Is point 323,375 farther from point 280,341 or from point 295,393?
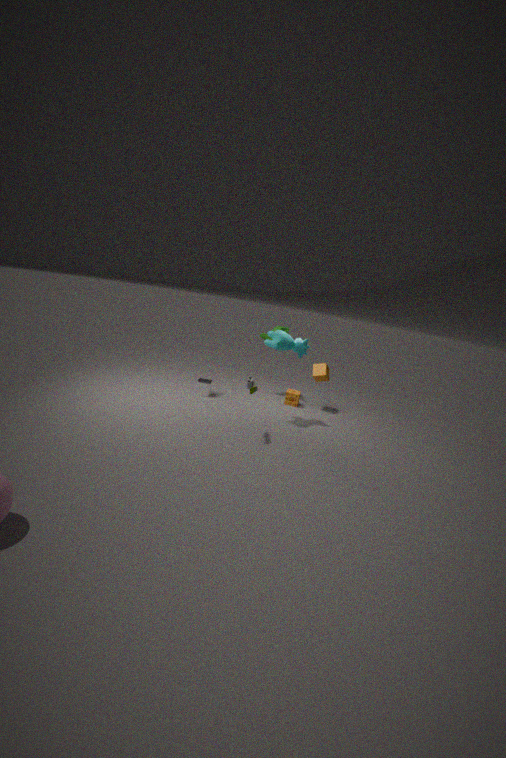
point 280,341
